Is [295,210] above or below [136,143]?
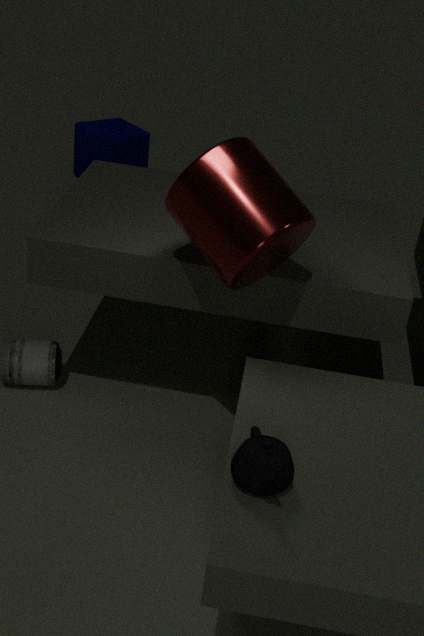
above
